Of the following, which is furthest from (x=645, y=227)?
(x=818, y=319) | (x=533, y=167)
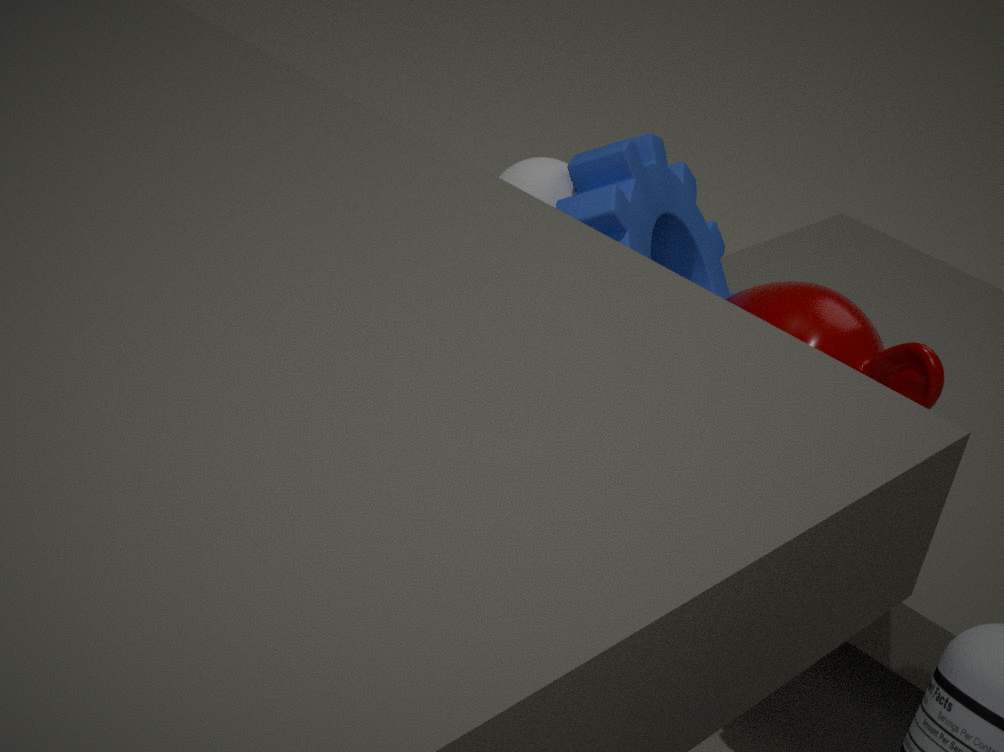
(x=818, y=319)
